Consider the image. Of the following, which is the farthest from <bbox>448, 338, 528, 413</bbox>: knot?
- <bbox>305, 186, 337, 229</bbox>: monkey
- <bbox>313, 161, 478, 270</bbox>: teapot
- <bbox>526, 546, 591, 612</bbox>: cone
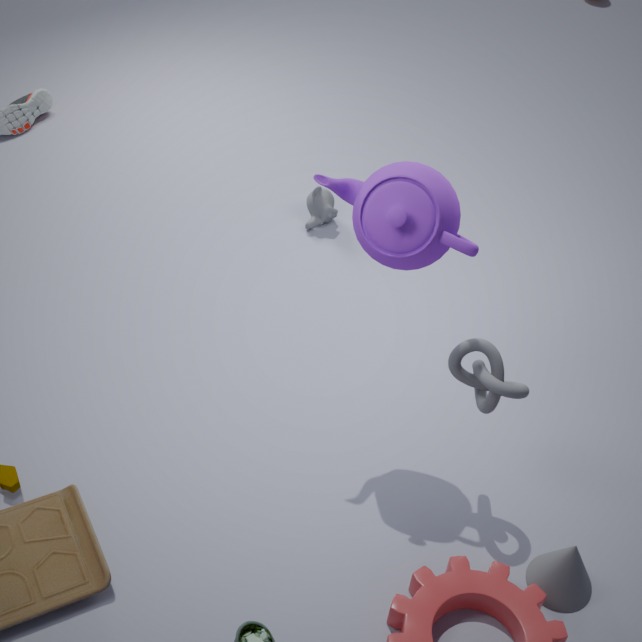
<bbox>305, 186, 337, 229</bbox>: monkey
